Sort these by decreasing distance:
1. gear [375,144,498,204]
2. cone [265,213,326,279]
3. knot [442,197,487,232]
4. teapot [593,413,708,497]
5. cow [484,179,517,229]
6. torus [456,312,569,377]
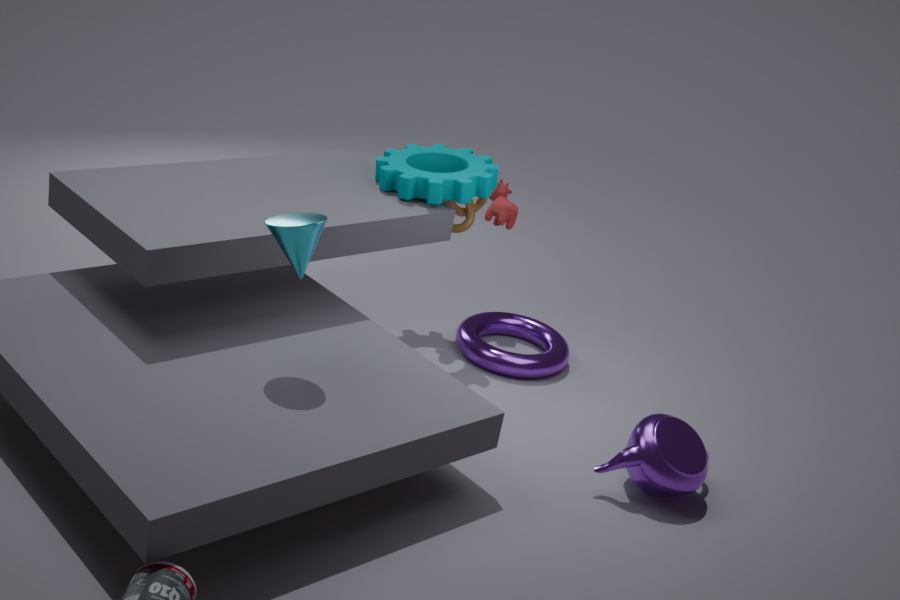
cow [484,179,517,229] < knot [442,197,487,232] < torus [456,312,569,377] < gear [375,144,498,204] < teapot [593,413,708,497] < cone [265,213,326,279]
